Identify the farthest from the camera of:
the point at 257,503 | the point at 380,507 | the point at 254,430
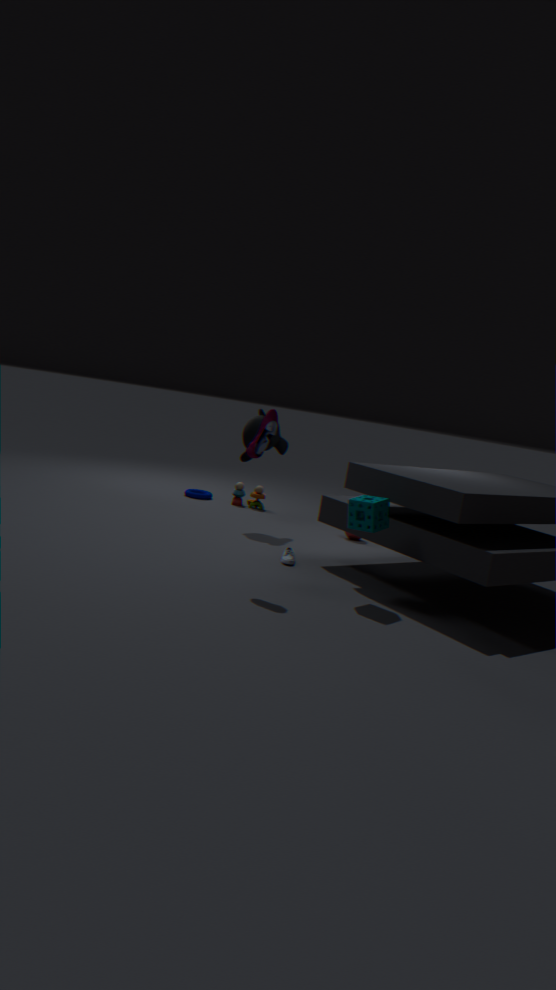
the point at 257,503
